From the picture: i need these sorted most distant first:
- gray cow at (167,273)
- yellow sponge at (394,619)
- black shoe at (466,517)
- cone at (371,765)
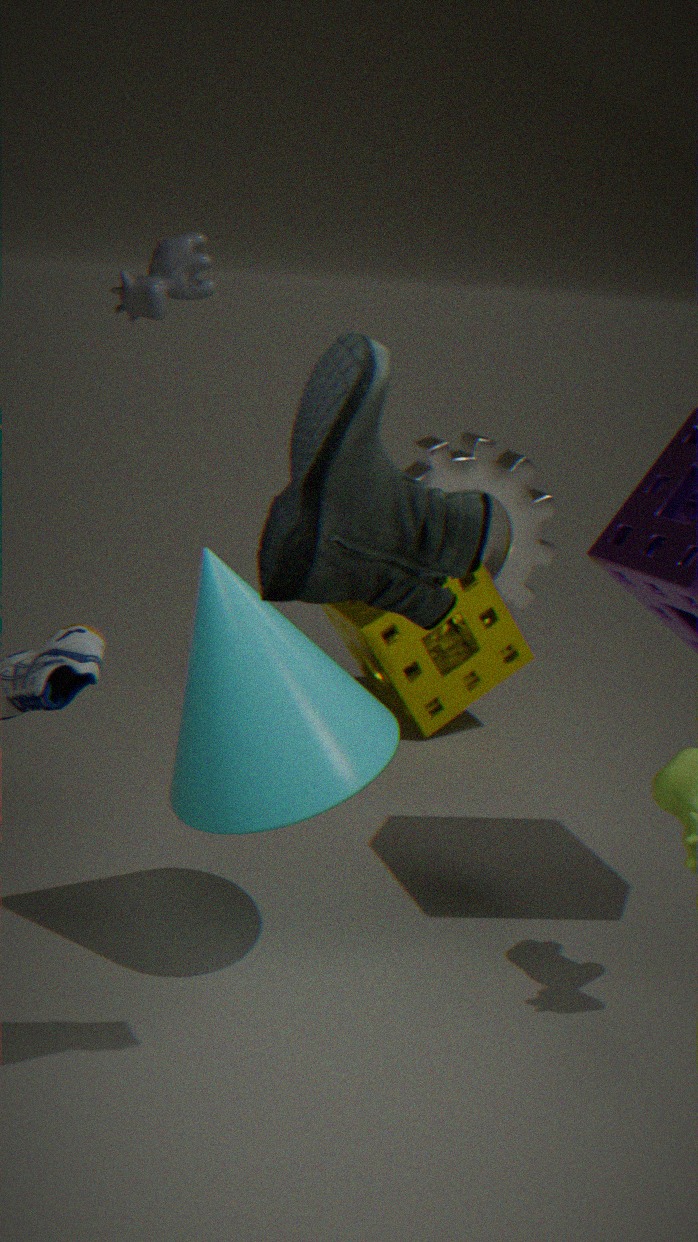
yellow sponge at (394,619), gray cow at (167,273), cone at (371,765), black shoe at (466,517)
